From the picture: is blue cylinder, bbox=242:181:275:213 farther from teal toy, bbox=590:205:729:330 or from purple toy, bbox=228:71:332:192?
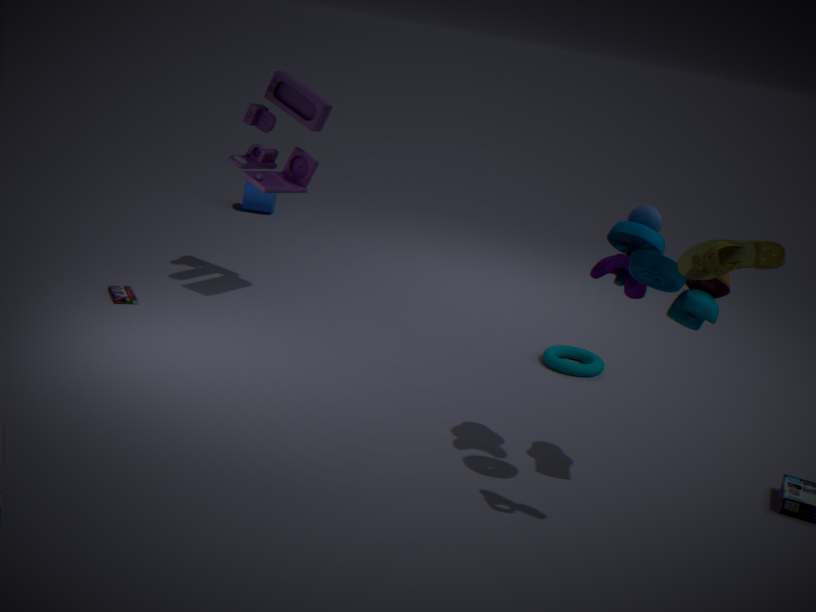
teal toy, bbox=590:205:729:330
